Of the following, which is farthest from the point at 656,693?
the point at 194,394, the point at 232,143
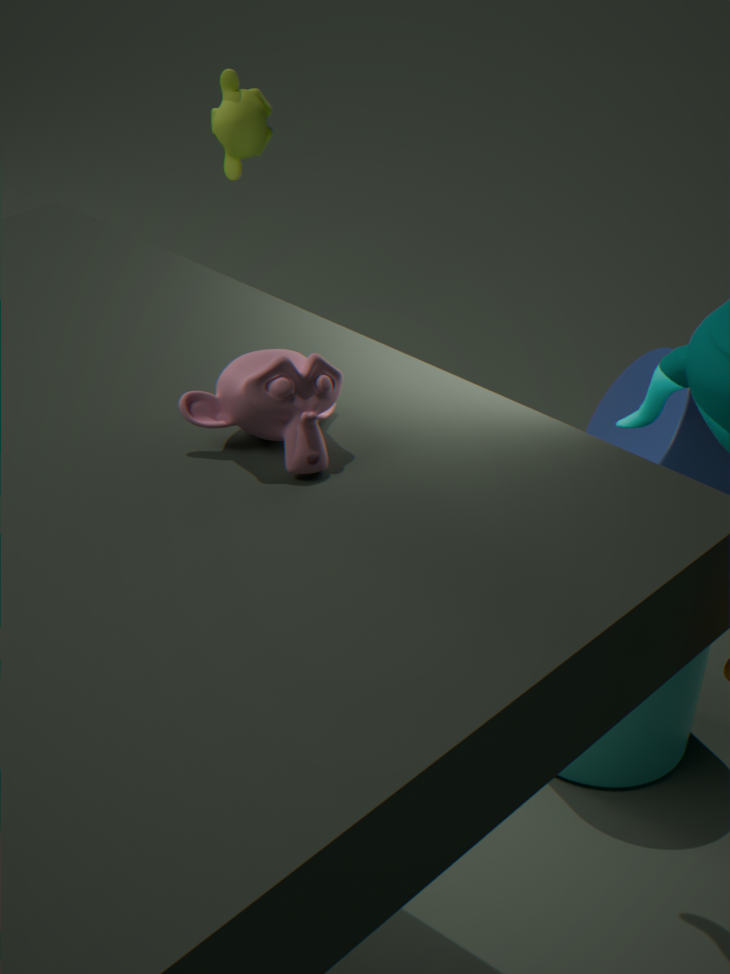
the point at 232,143
